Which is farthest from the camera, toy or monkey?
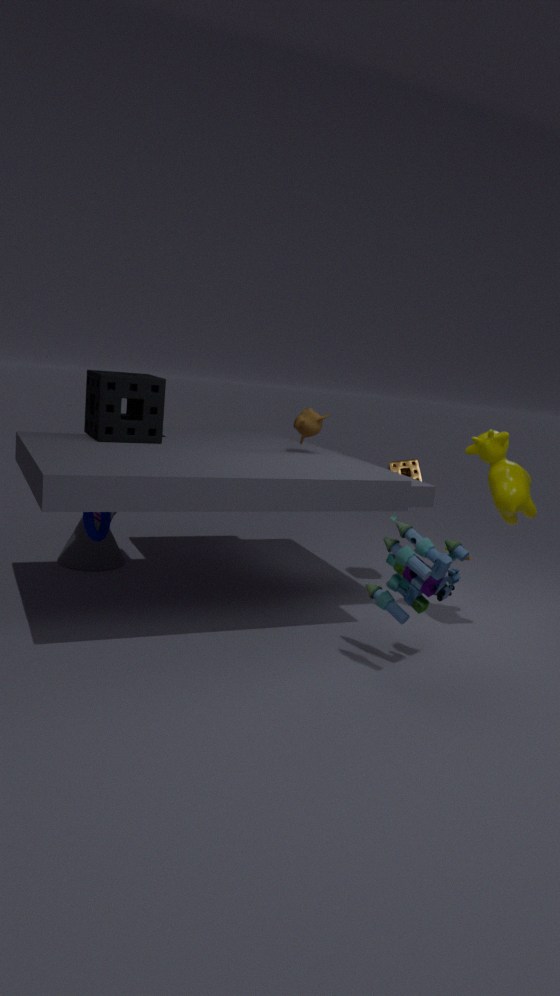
monkey
